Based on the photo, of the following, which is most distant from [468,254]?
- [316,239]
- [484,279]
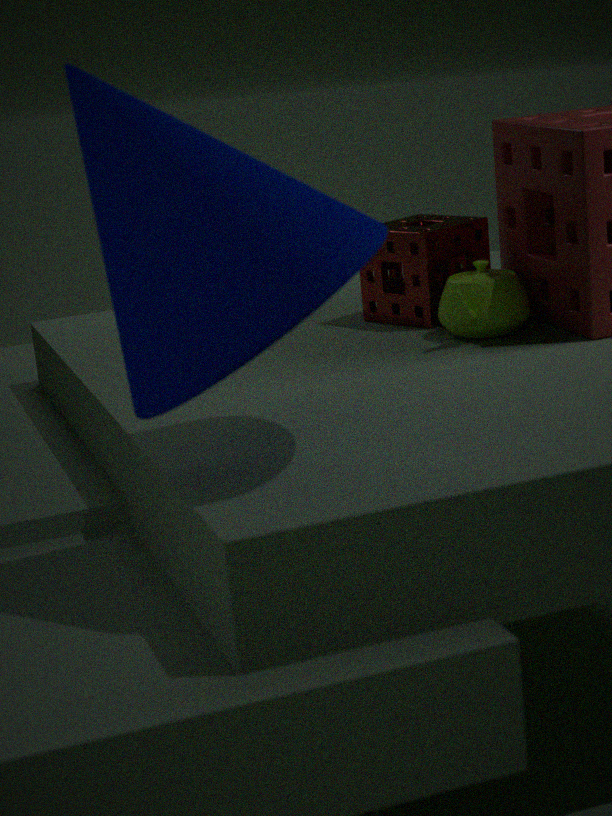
[316,239]
